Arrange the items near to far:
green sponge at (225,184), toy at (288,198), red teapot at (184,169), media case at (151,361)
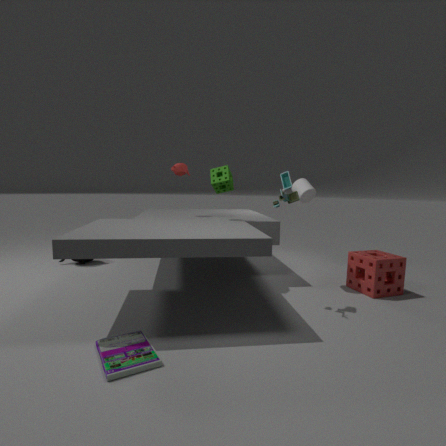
media case at (151,361) → toy at (288,198) → green sponge at (225,184) → red teapot at (184,169)
